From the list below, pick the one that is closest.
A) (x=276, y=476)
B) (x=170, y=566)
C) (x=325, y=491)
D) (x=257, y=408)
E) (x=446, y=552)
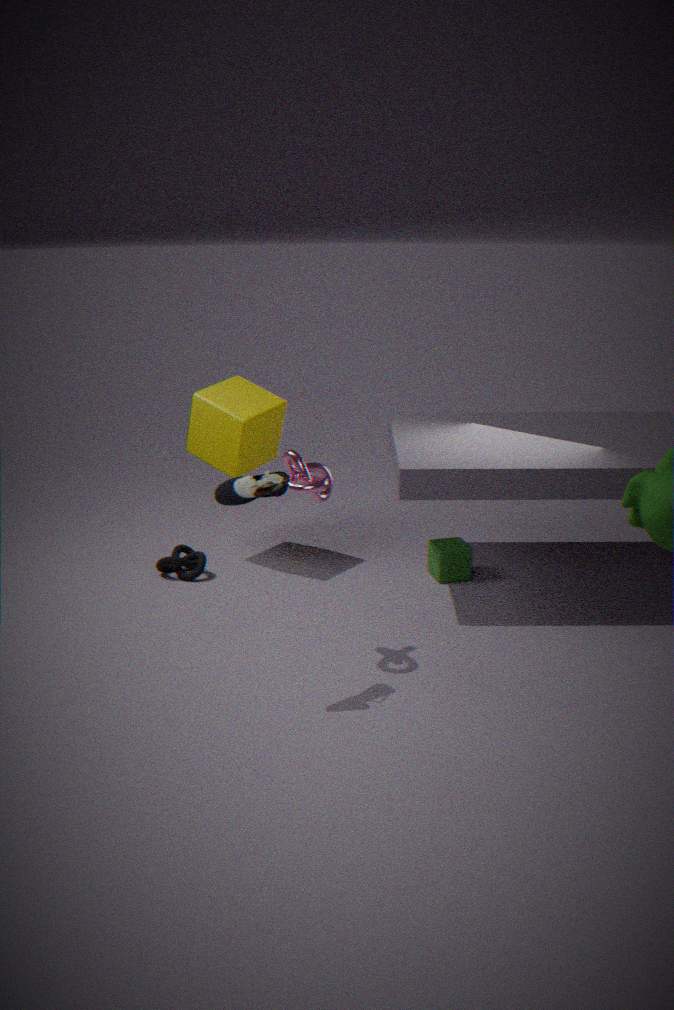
(x=276, y=476)
